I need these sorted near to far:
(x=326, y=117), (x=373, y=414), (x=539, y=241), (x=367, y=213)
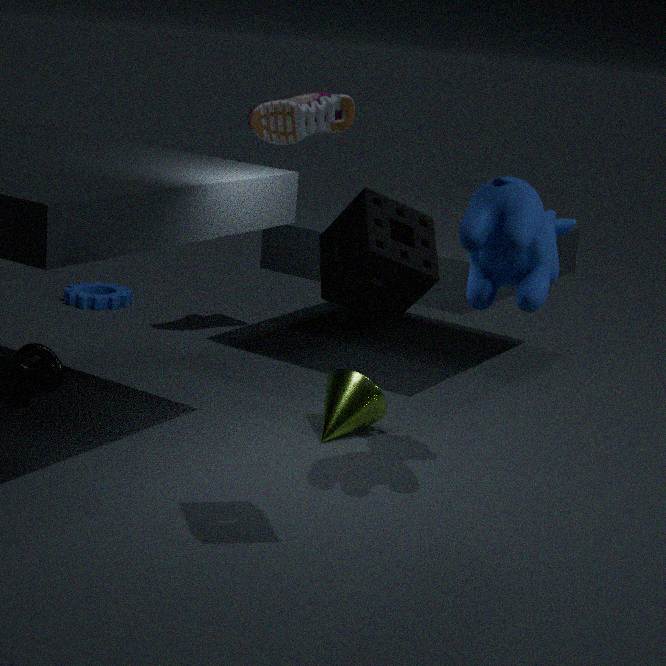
(x=367, y=213) → (x=539, y=241) → (x=373, y=414) → (x=326, y=117)
